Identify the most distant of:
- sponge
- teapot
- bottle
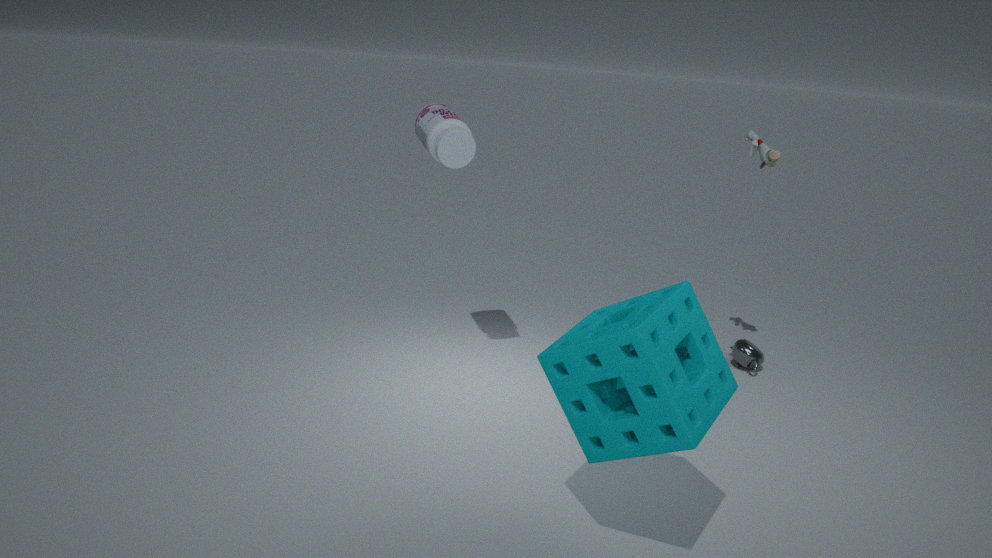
teapot
